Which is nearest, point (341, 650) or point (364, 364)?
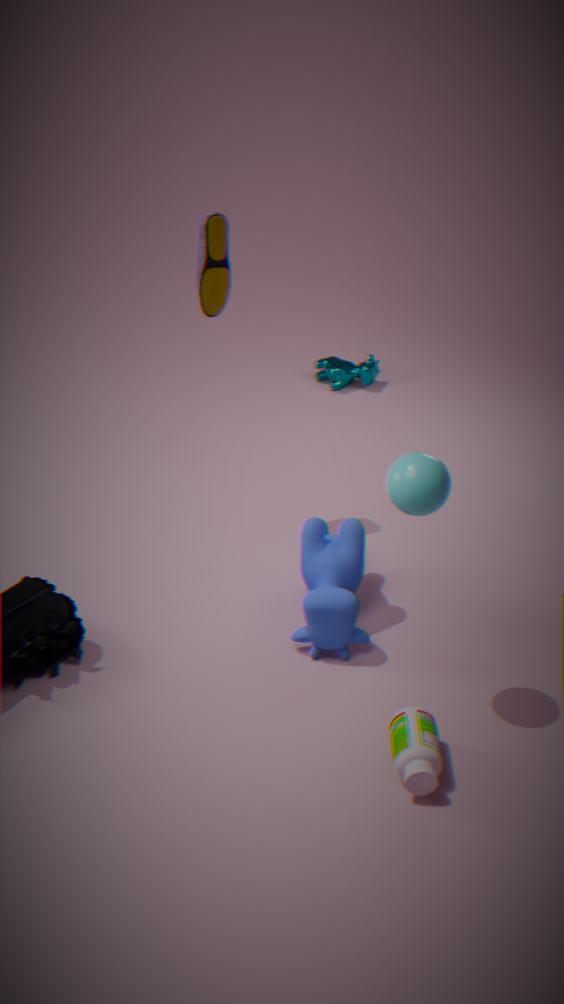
point (341, 650)
